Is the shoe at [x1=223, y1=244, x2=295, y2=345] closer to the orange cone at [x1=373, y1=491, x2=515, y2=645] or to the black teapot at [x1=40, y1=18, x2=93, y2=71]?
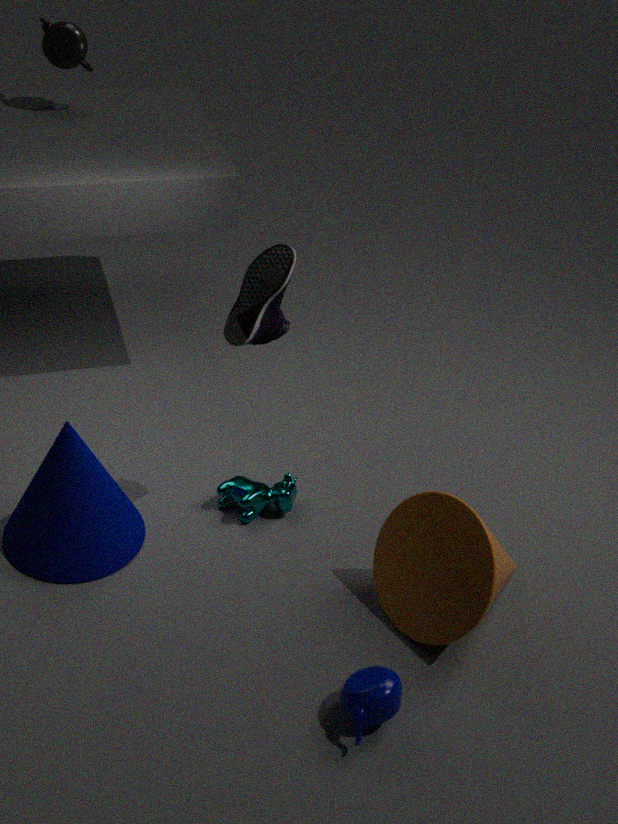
the orange cone at [x1=373, y1=491, x2=515, y2=645]
